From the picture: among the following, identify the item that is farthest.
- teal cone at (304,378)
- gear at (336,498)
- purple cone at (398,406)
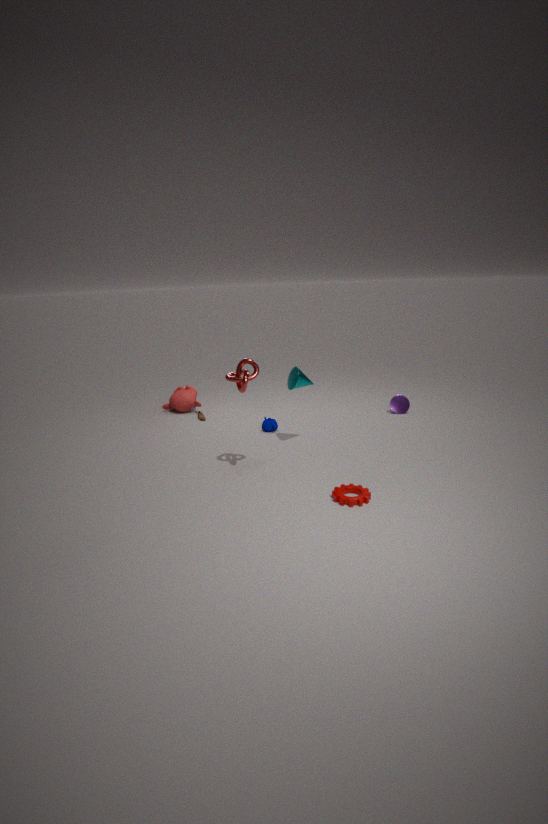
purple cone at (398,406)
